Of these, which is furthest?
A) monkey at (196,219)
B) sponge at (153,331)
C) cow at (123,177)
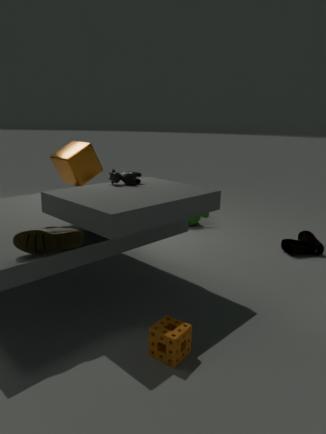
monkey at (196,219)
